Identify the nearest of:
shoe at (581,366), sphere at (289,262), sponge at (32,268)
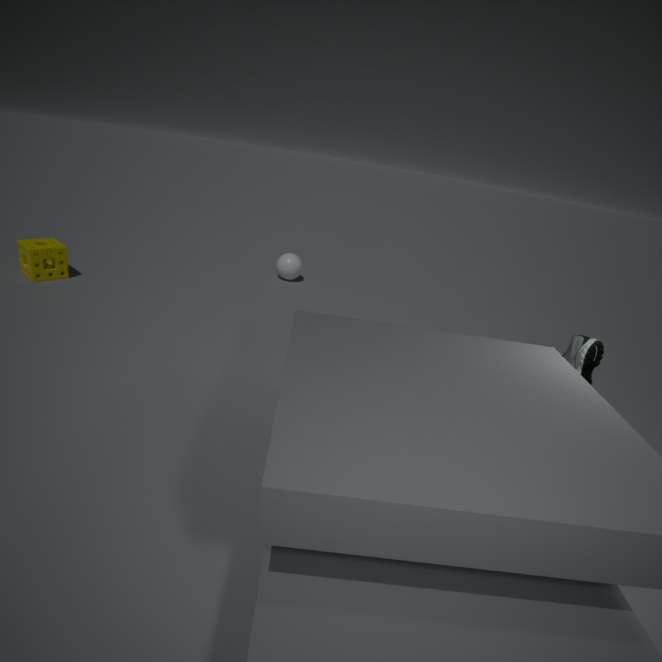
shoe at (581,366)
